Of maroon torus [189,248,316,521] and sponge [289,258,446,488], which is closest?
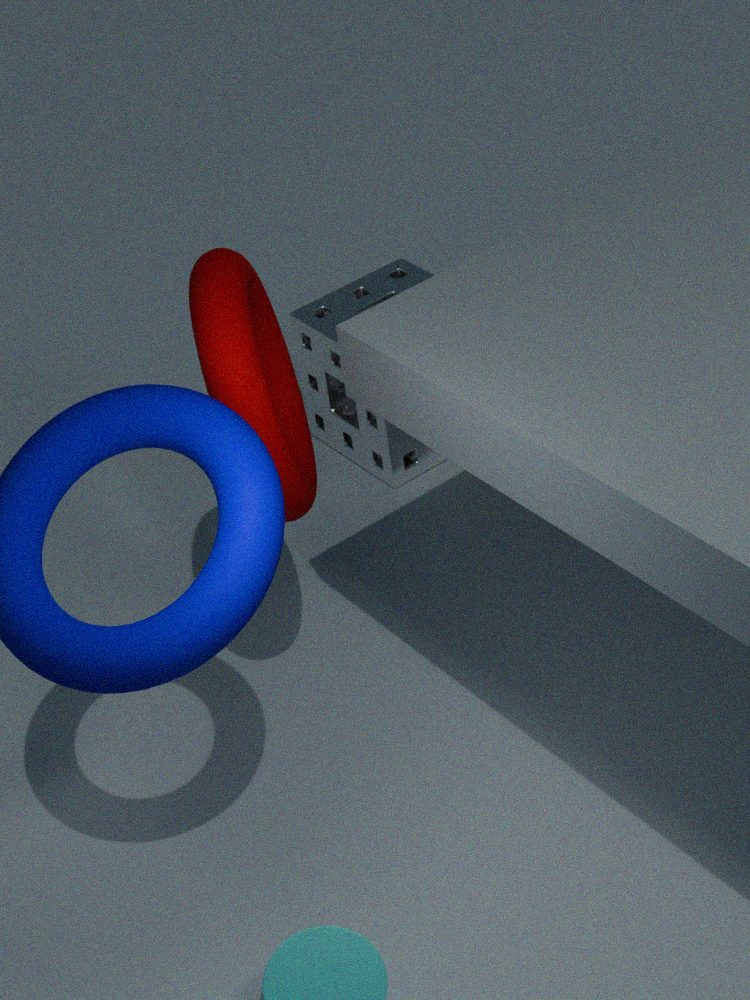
maroon torus [189,248,316,521]
